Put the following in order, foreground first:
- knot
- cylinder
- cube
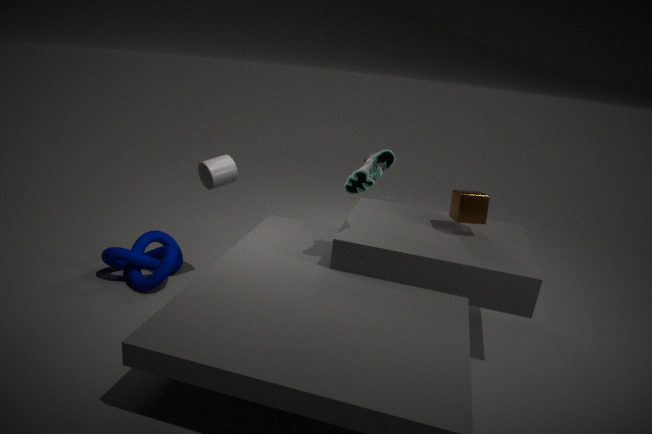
1. cylinder
2. cube
3. knot
